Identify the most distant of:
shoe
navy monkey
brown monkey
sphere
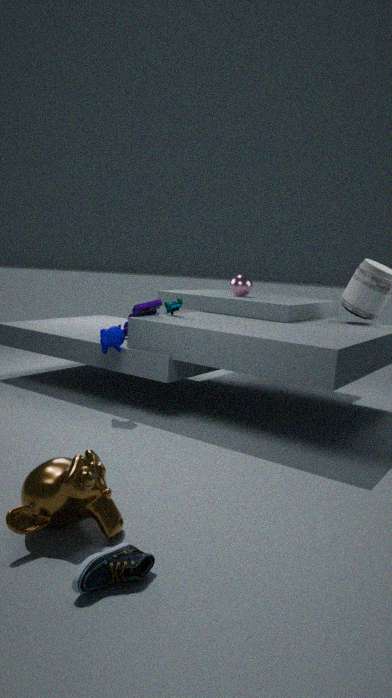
sphere
